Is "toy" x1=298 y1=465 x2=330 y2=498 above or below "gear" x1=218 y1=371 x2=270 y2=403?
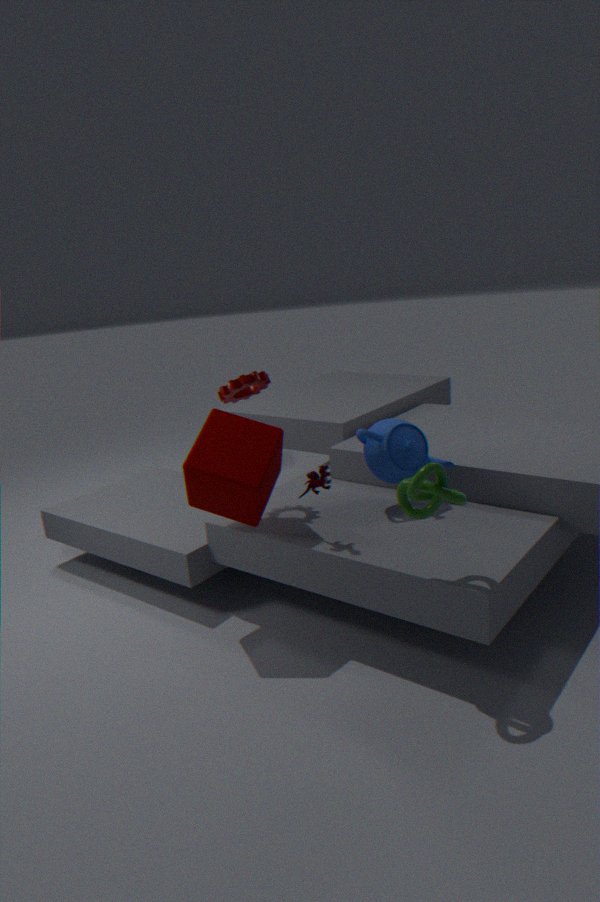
below
